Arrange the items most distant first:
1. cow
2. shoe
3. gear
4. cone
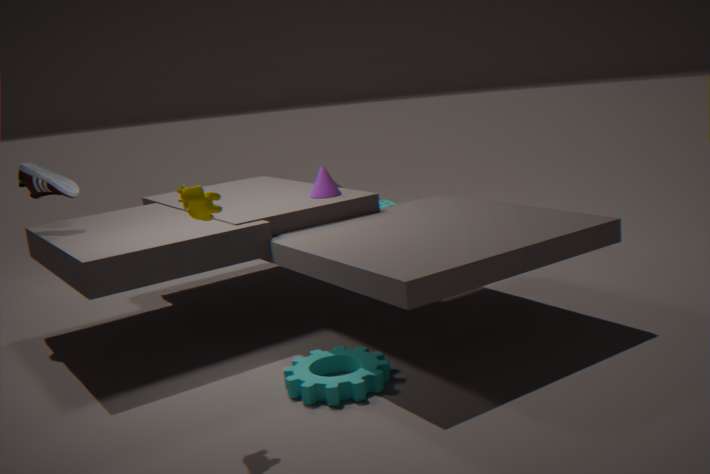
cone, shoe, gear, cow
